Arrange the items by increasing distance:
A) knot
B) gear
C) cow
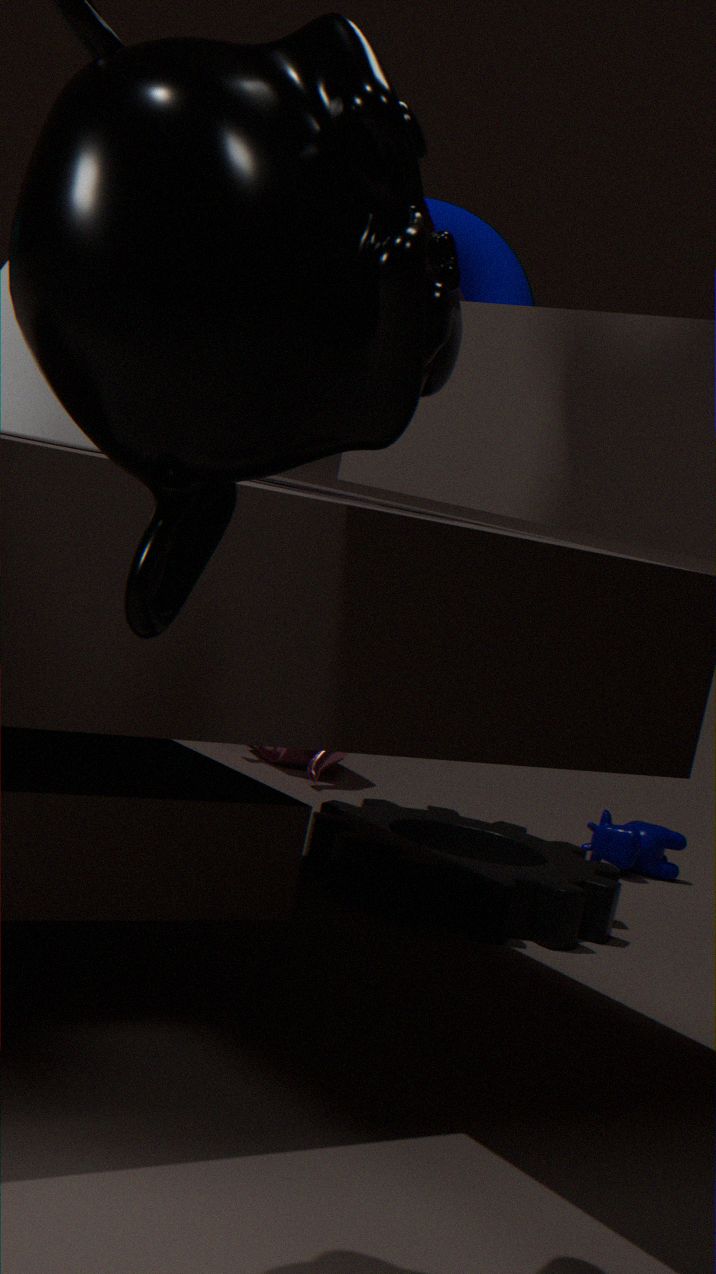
knot
gear
cow
